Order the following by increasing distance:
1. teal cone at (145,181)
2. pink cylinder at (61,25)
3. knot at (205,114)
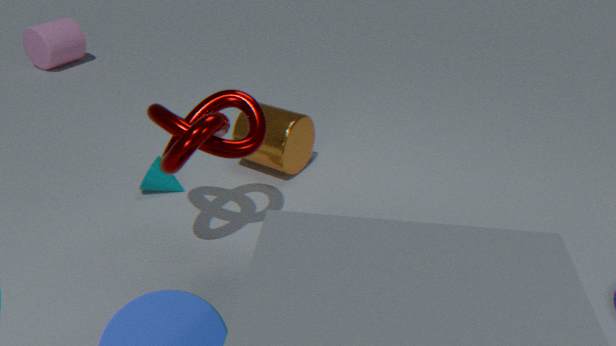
knot at (205,114) → teal cone at (145,181) → pink cylinder at (61,25)
